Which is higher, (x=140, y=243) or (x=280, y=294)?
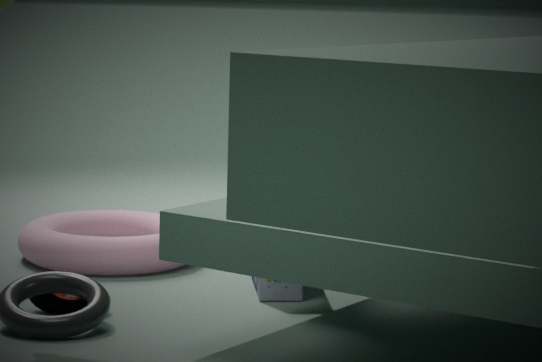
(x=280, y=294)
